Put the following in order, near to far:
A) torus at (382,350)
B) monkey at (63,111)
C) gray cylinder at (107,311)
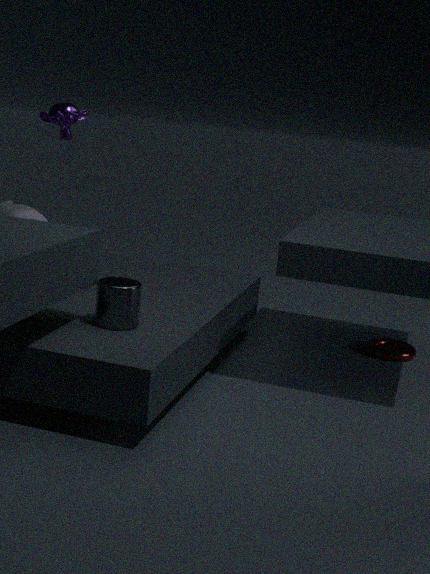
gray cylinder at (107,311) → monkey at (63,111) → torus at (382,350)
